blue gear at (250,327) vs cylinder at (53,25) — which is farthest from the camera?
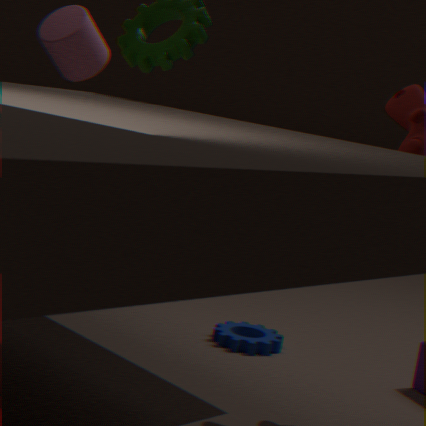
blue gear at (250,327)
